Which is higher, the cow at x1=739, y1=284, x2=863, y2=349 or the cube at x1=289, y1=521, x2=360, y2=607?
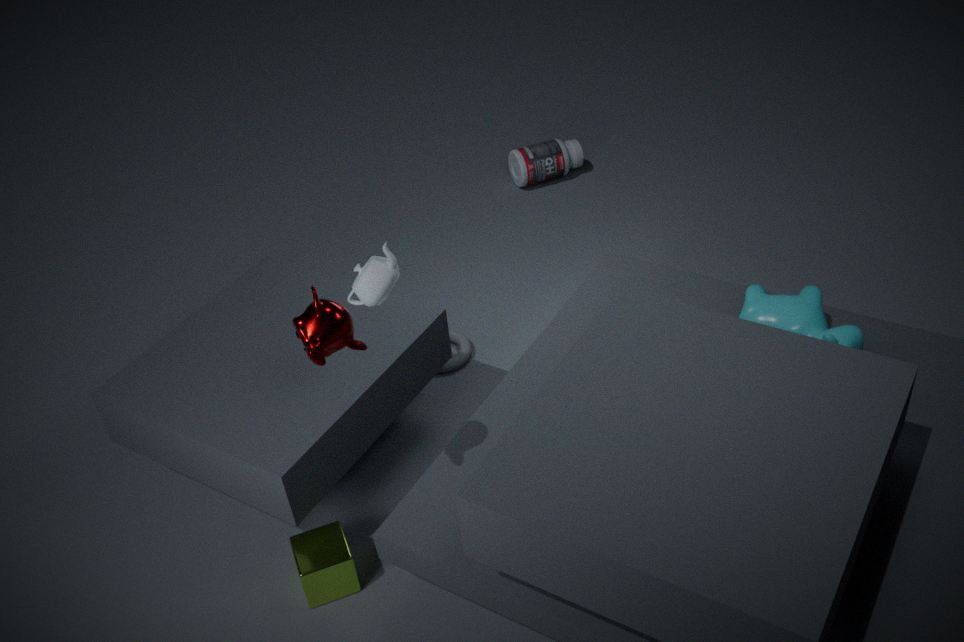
the cow at x1=739, y1=284, x2=863, y2=349
